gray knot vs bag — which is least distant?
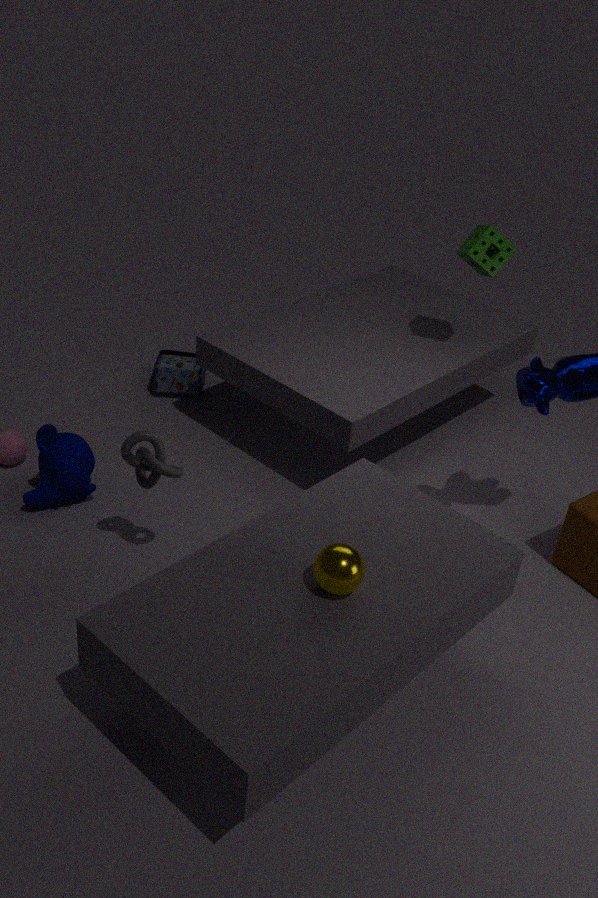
gray knot
